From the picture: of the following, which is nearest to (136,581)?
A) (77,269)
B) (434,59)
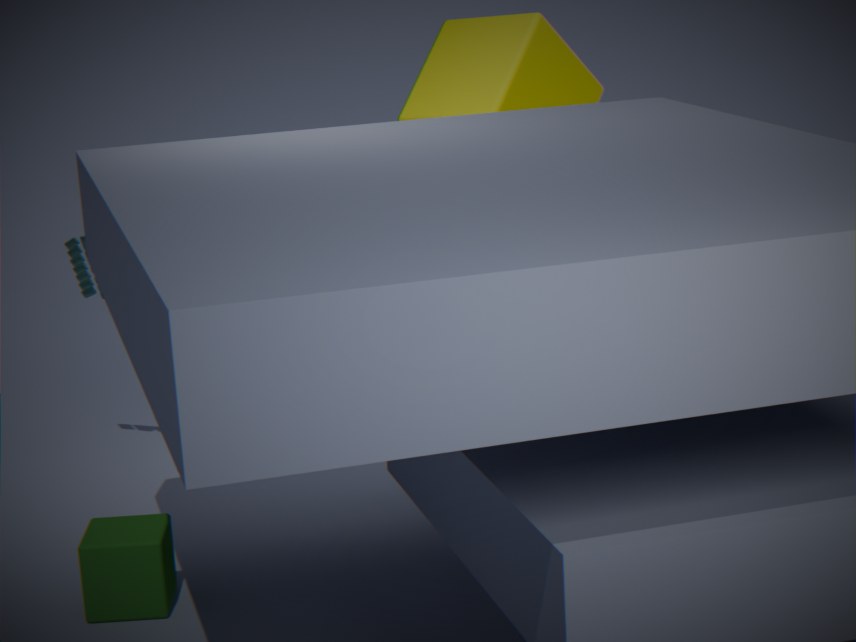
(77,269)
